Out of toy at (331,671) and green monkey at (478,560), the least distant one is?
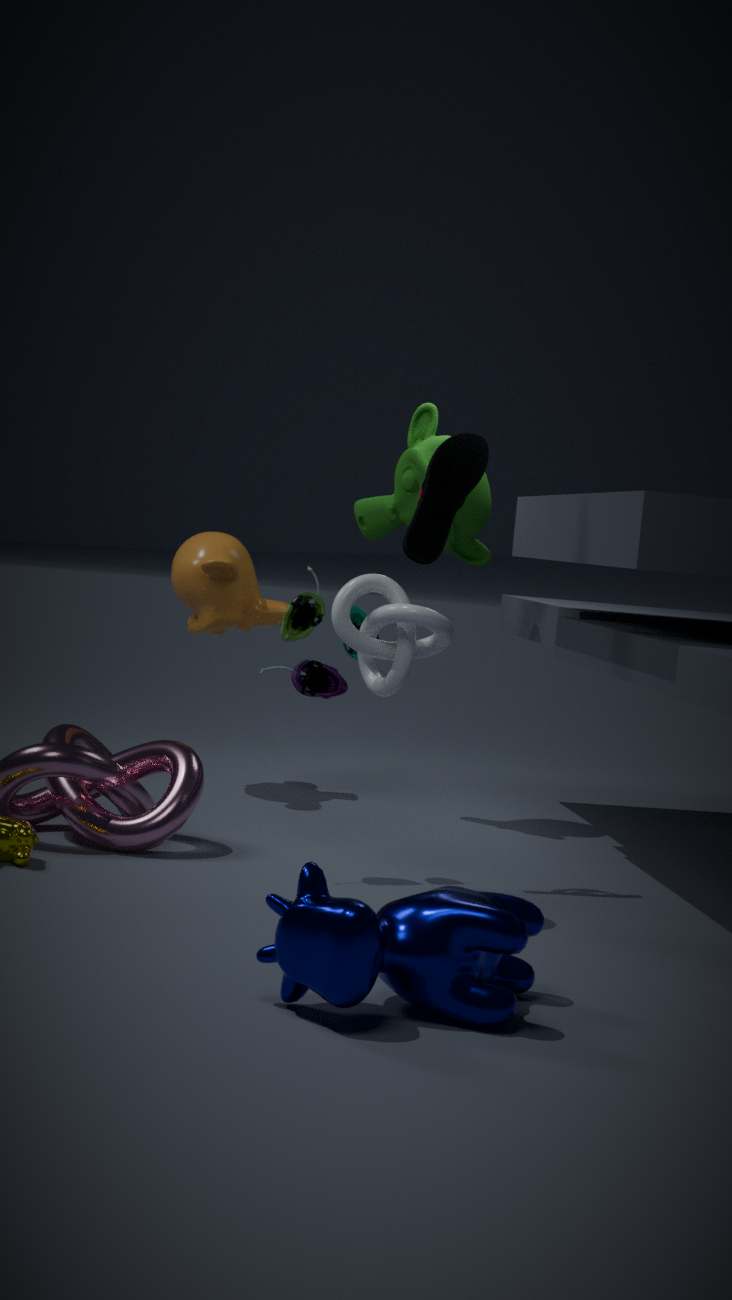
toy at (331,671)
